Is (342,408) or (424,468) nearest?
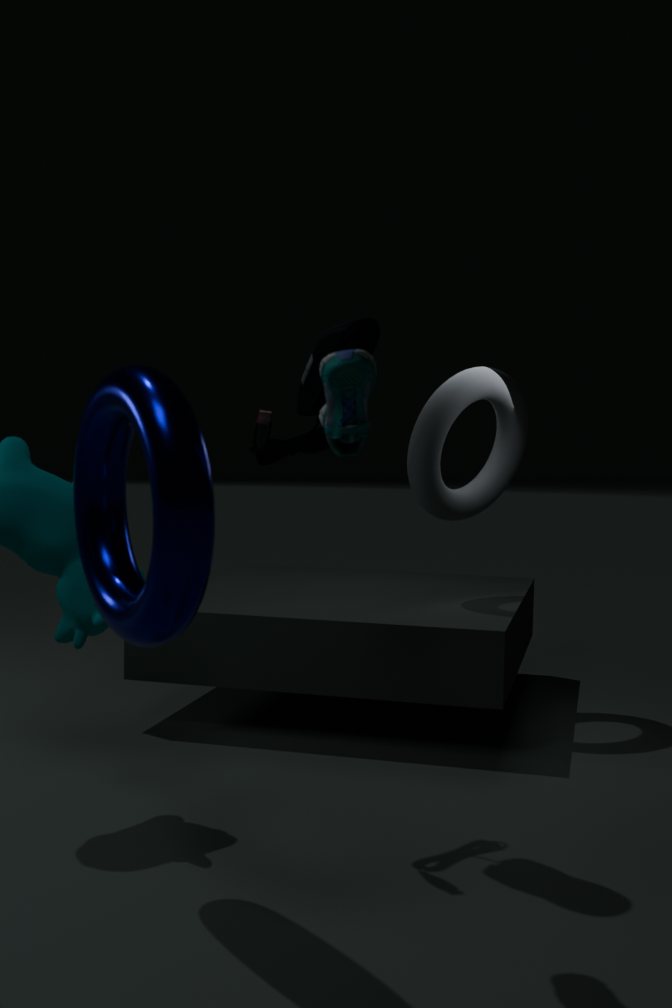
(342,408)
